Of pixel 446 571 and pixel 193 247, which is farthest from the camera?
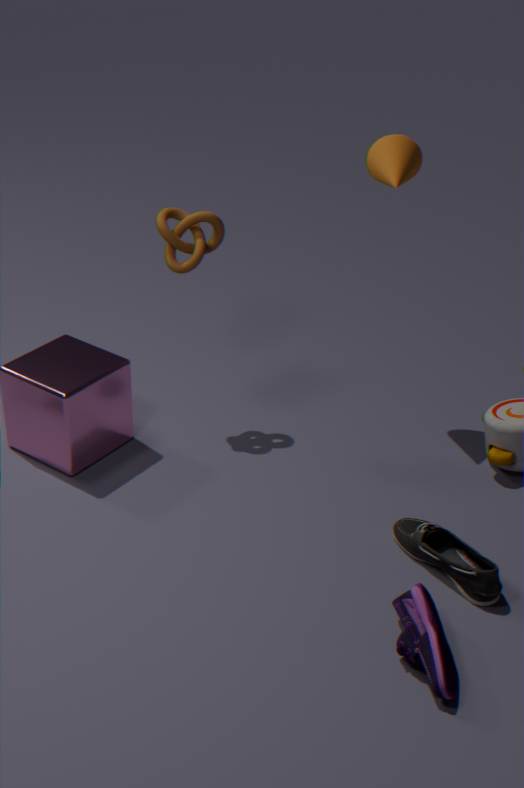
pixel 193 247
